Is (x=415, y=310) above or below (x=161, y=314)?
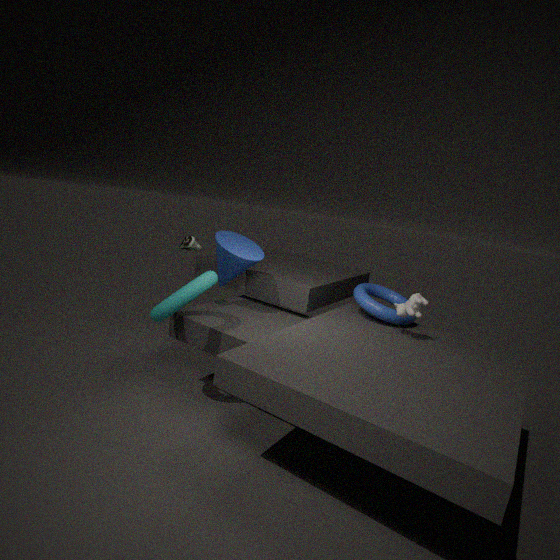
above
